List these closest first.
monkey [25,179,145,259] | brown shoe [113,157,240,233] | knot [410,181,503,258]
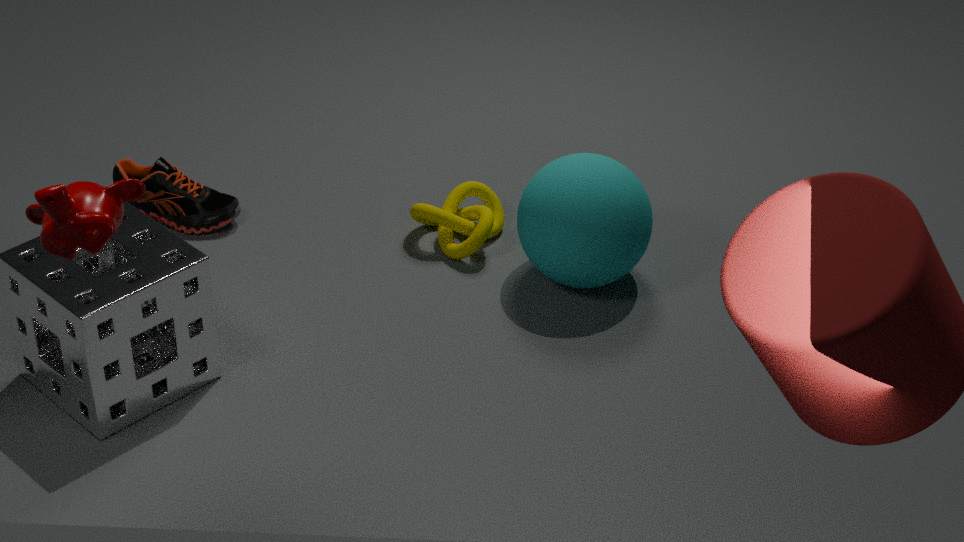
monkey [25,179,145,259] < knot [410,181,503,258] < brown shoe [113,157,240,233]
